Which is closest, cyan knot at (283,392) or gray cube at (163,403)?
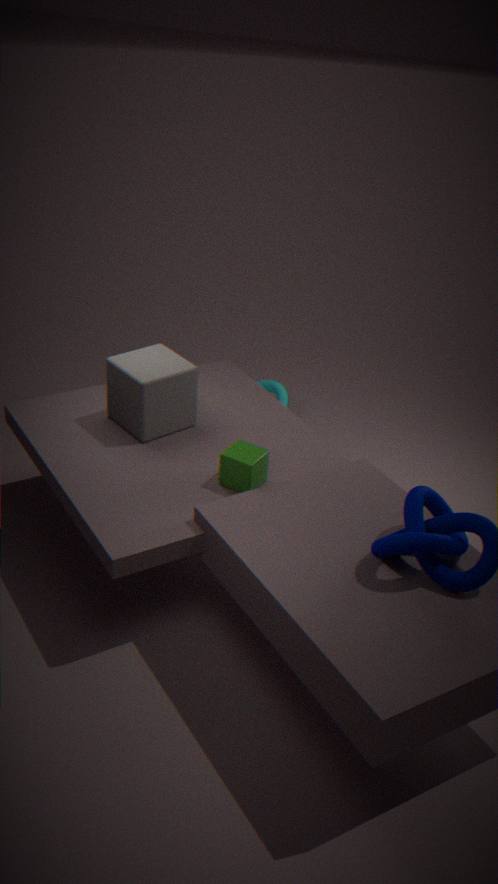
gray cube at (163,403)
